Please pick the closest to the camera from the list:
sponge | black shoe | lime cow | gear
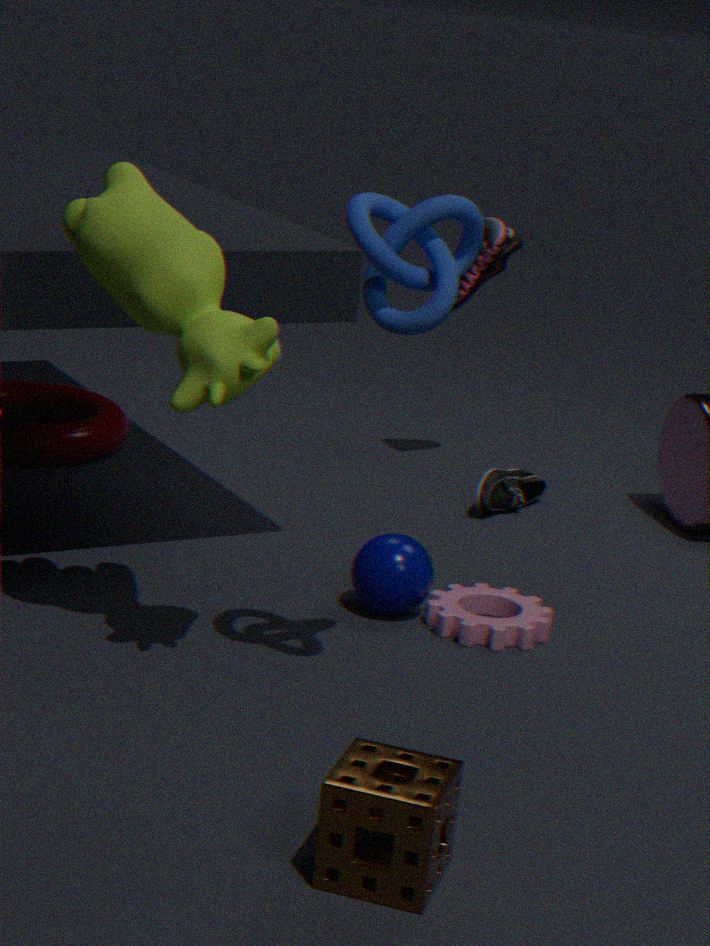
sponge
